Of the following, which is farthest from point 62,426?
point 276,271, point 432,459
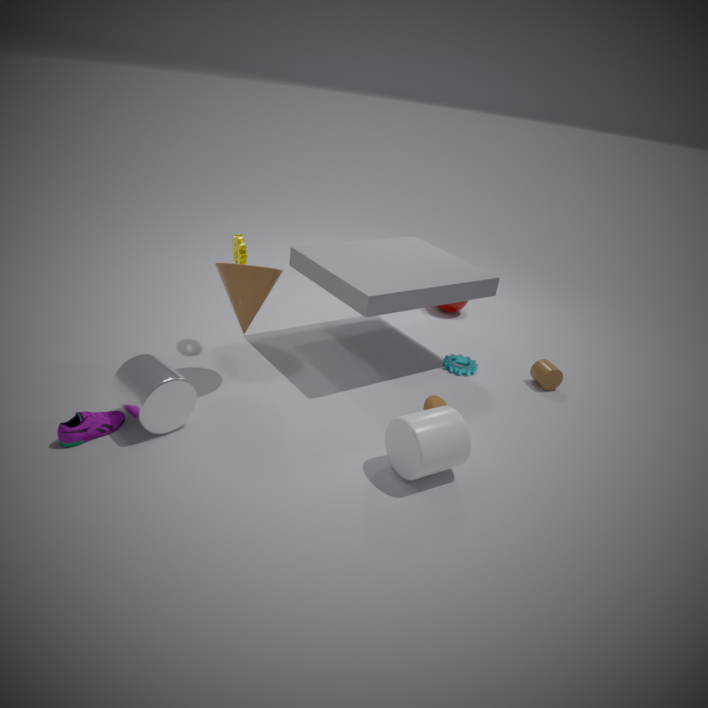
point 432,459
